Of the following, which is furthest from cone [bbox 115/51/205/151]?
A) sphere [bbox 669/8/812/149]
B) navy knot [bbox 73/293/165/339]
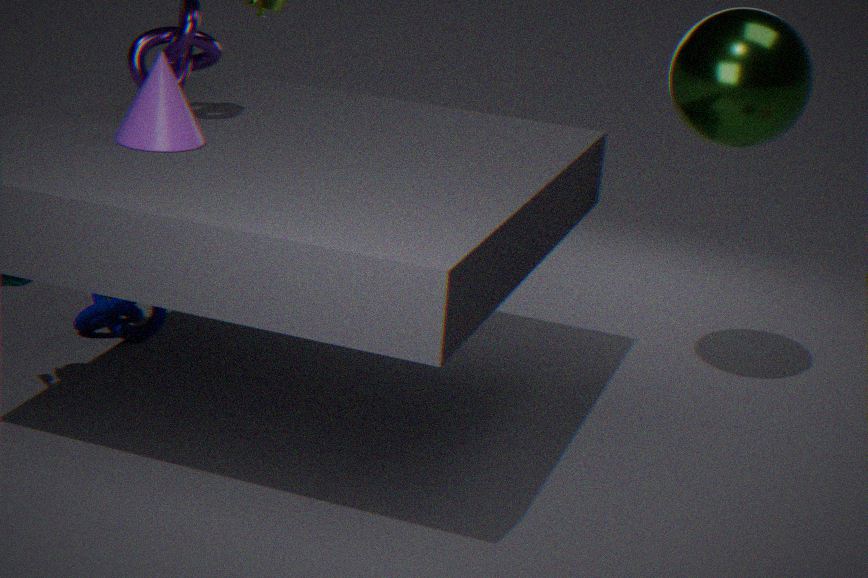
sphere [bbox 669/8/812/149]
